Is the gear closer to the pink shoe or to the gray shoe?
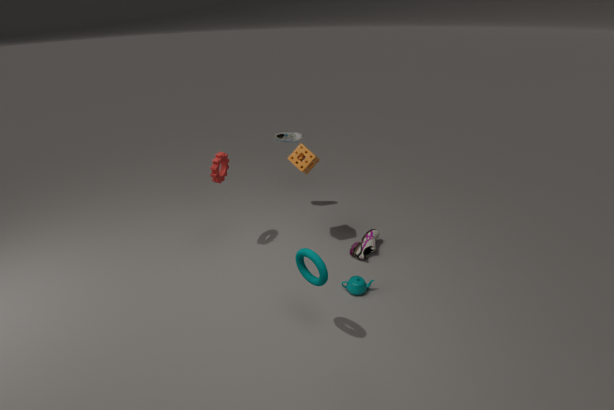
the gray shoe
